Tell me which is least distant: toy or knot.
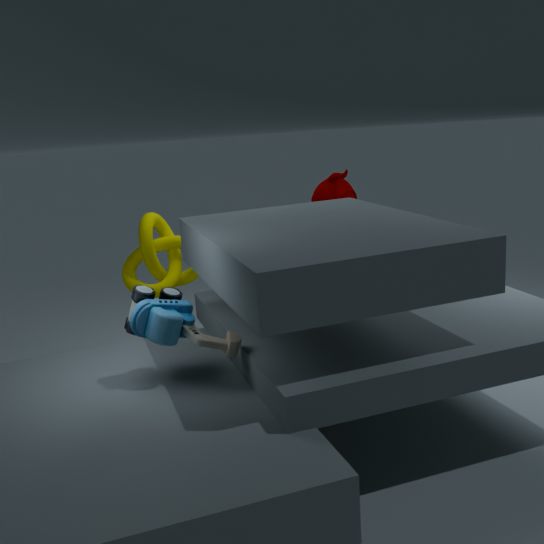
toy
